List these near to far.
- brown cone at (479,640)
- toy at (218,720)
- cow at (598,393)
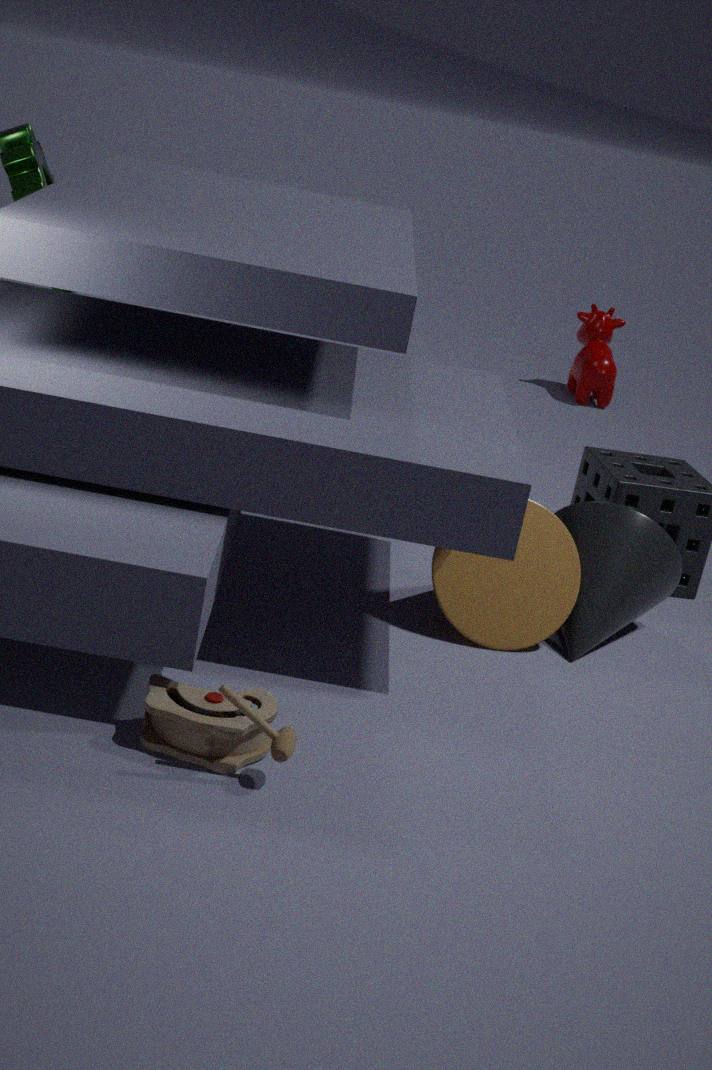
toy at (218,720), brown cone at (479,640), cow at (598,393)
